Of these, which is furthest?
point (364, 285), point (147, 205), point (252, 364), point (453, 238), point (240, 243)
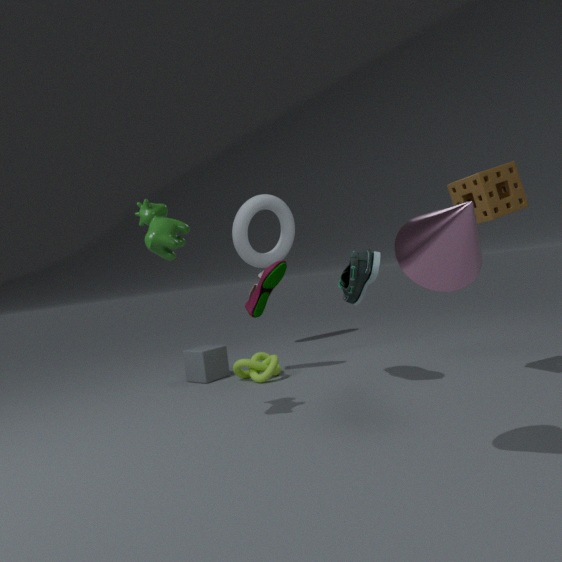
point (240, 243)
